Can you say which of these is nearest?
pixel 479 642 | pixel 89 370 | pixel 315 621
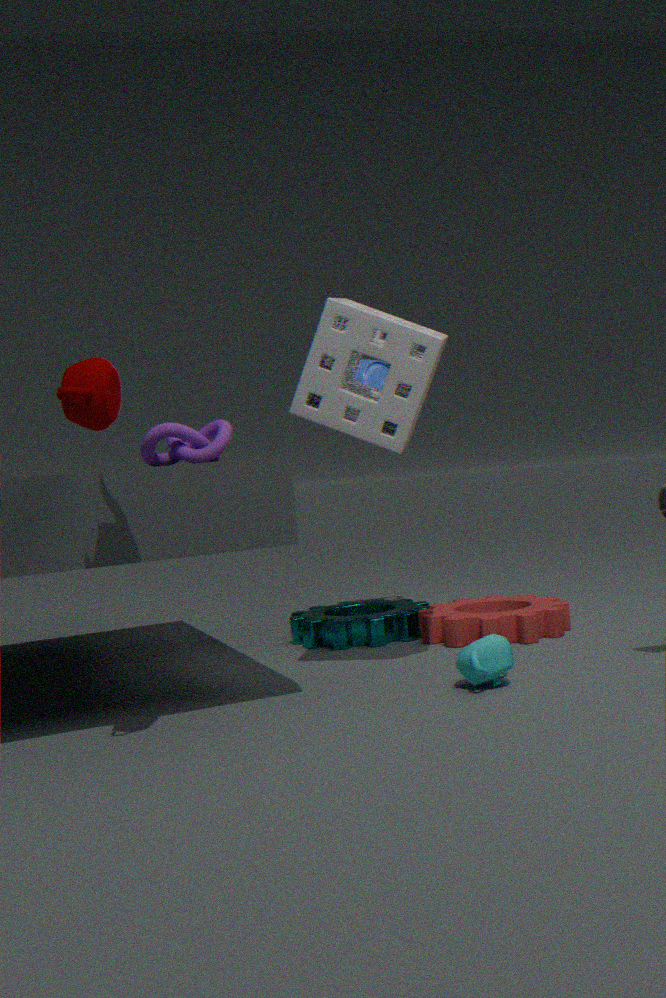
pixel 89 370
